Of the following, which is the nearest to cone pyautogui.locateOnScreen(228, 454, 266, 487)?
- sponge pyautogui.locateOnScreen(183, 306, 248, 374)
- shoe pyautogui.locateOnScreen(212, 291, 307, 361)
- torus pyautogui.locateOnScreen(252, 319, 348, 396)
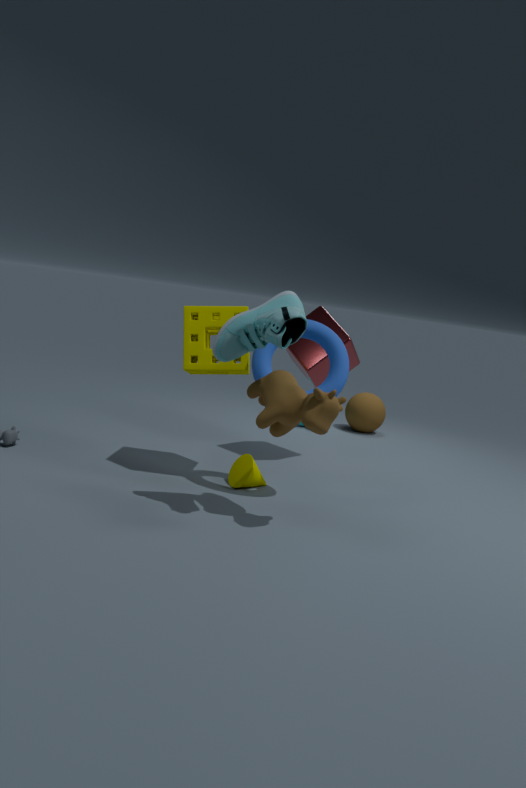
torus pyautogui.locateOnScreen(252, 319, 348, 396)
